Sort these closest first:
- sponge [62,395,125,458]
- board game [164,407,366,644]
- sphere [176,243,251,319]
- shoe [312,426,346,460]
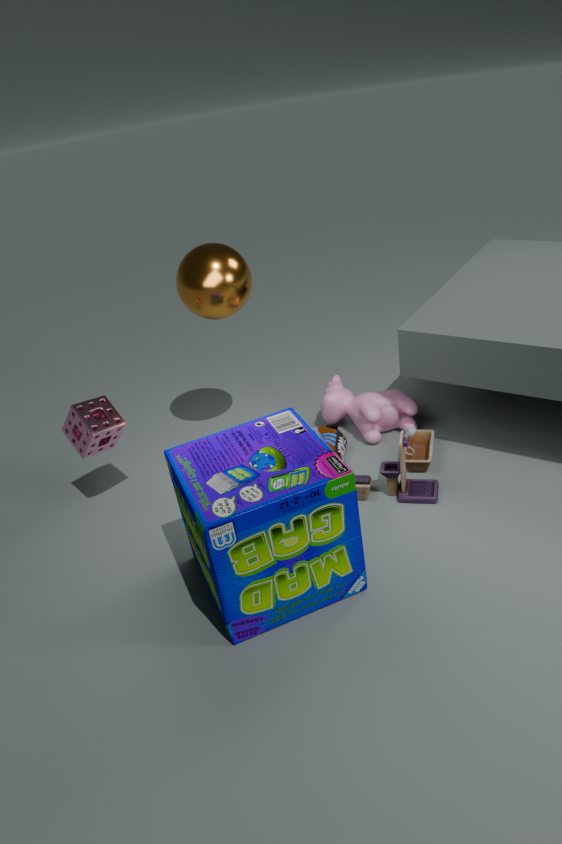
board game [164,407,366,644], sponge [62,395,125,458], sphere [176,243,251,319], shoe [312,426,346,460]
